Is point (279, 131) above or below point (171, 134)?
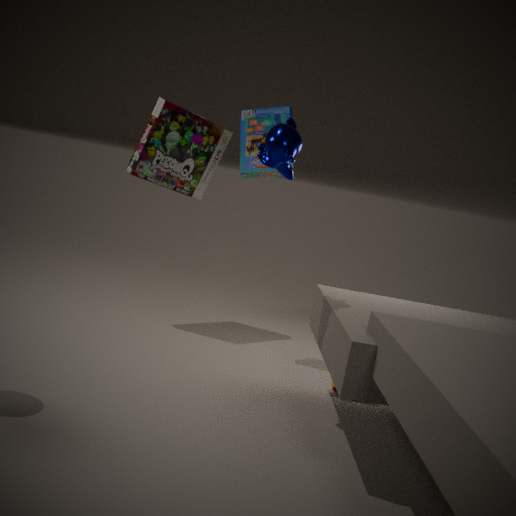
above
